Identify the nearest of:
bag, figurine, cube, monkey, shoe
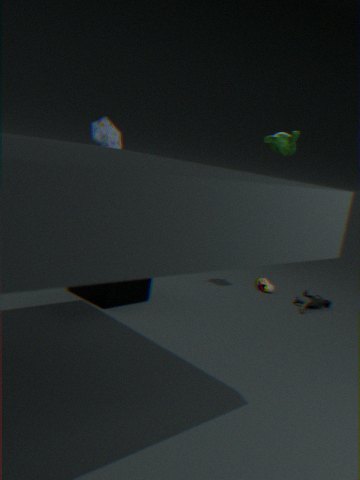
cube
